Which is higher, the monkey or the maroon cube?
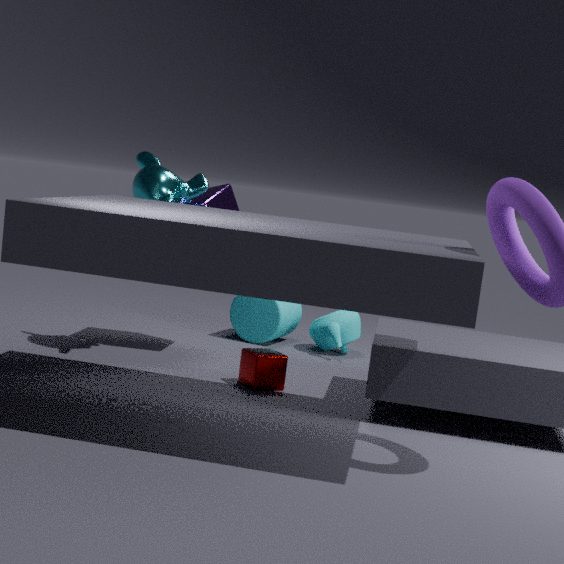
the monkey
